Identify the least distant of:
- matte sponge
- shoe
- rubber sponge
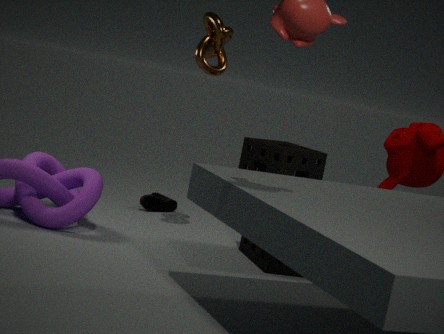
matte sponge
